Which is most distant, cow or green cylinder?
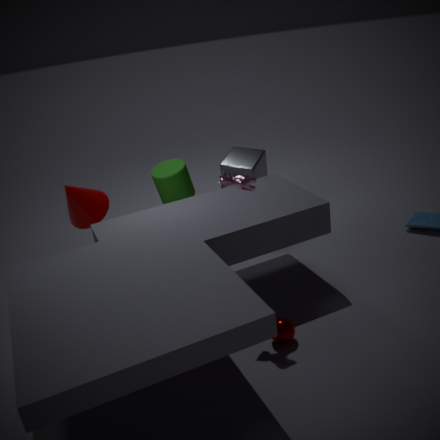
green cylinder
